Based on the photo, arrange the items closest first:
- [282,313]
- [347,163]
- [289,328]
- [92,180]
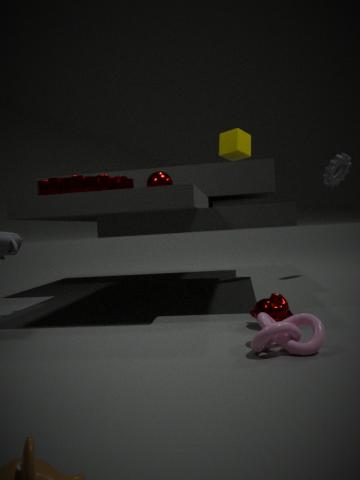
[289,328]
[282,313]
[92,180]
[347,163]
